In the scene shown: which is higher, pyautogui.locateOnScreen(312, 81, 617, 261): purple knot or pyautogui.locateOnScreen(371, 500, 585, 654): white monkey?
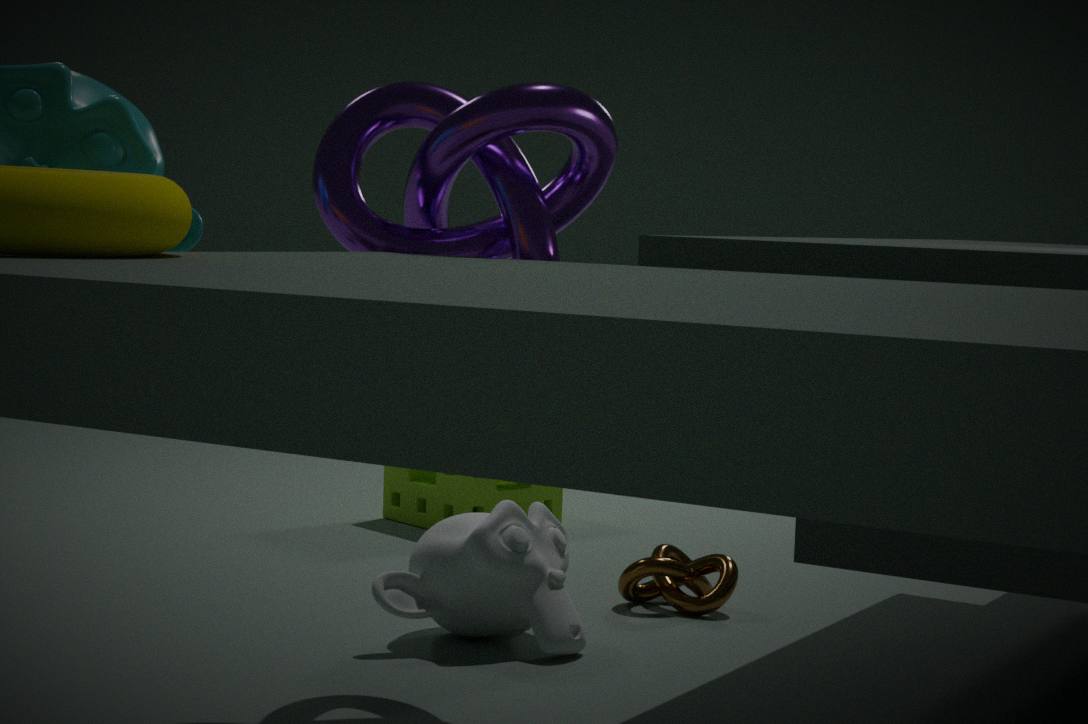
pyautogui.locateOnScreen(312, 81, 617, 261): purple knot
